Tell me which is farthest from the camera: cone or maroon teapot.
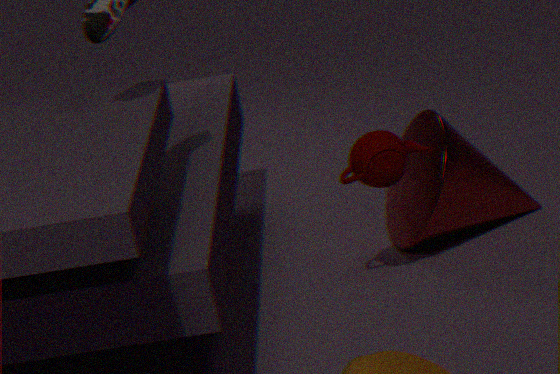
cone
